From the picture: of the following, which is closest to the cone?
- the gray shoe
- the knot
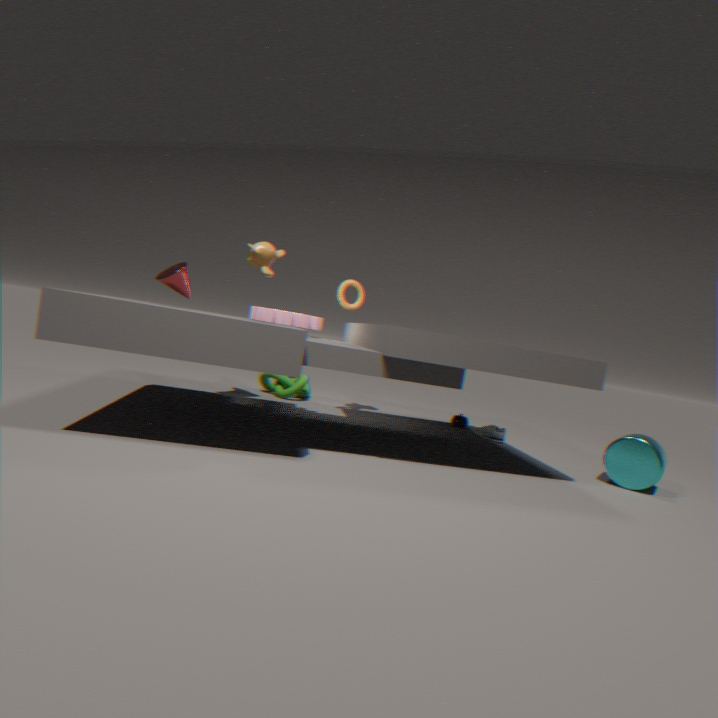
the knot
